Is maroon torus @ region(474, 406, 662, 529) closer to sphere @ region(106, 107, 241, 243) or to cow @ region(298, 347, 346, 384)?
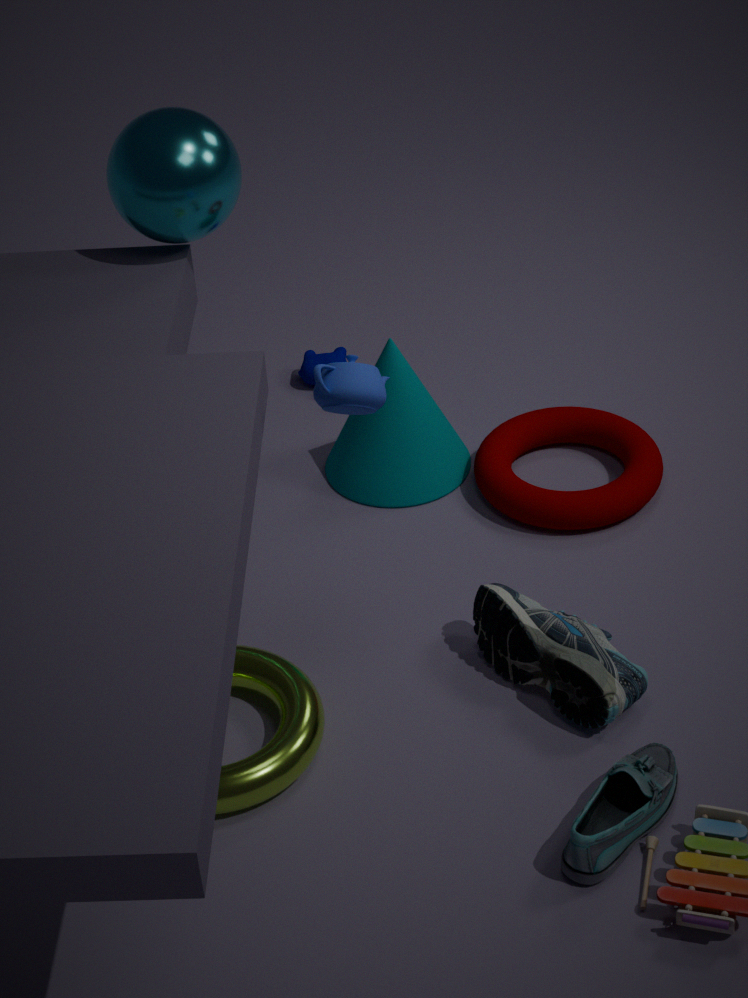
cow @ region(298, 347, 346, 384)
